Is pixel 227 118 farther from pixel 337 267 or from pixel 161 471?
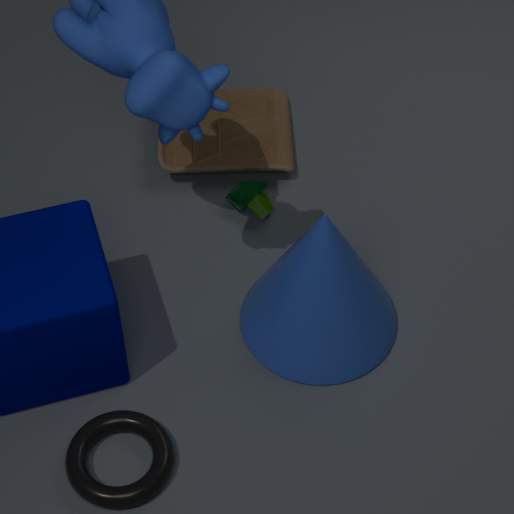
pixel 161 471
